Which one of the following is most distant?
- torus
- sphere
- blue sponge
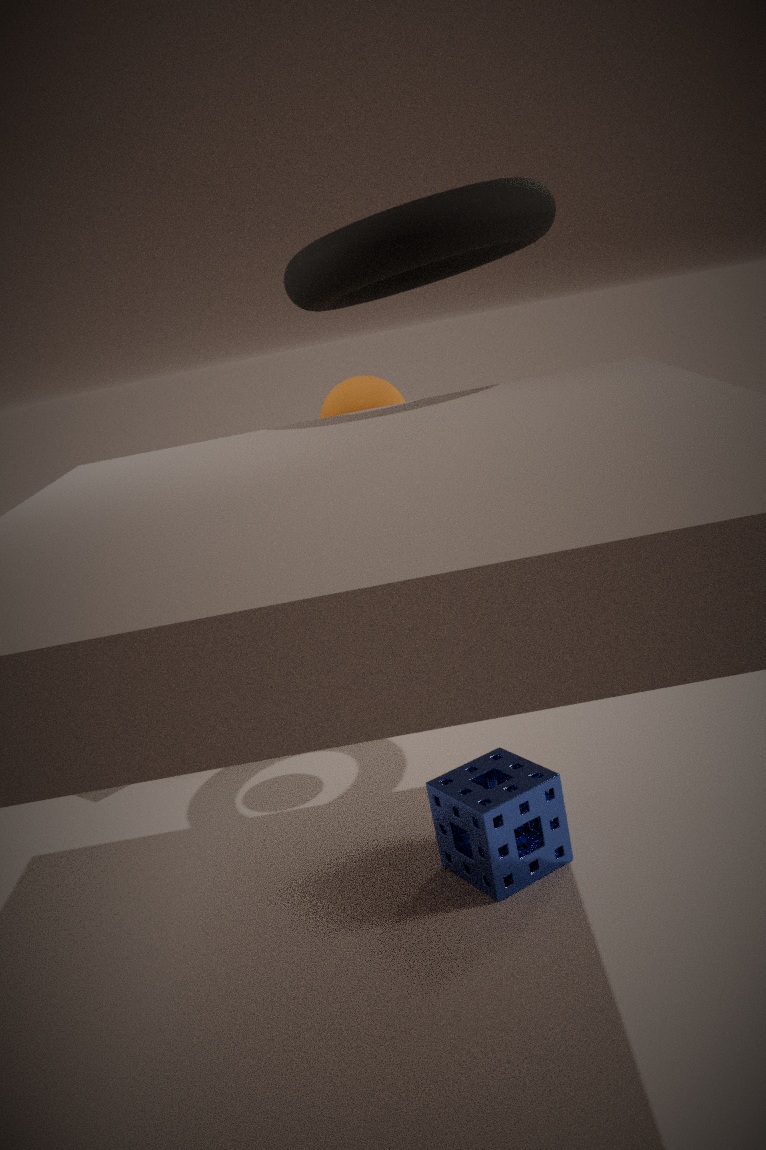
sphere
